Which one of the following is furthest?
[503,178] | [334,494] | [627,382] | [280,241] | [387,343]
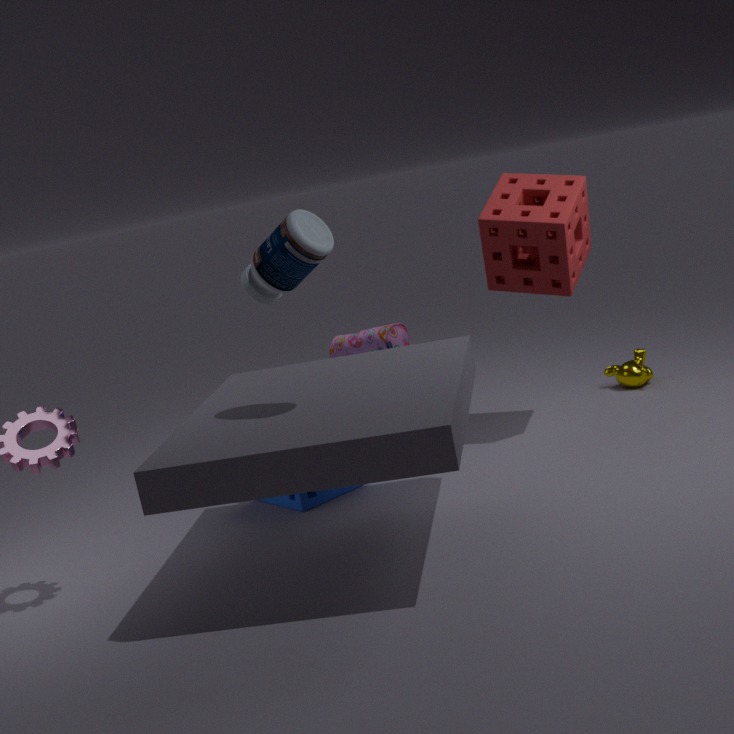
[627,382]
